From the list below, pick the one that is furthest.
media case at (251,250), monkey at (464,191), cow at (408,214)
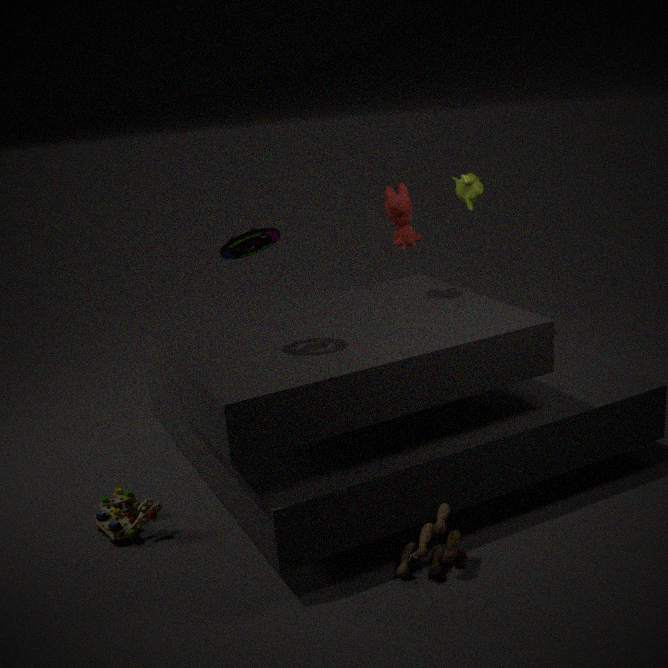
monkey at (464,191)
